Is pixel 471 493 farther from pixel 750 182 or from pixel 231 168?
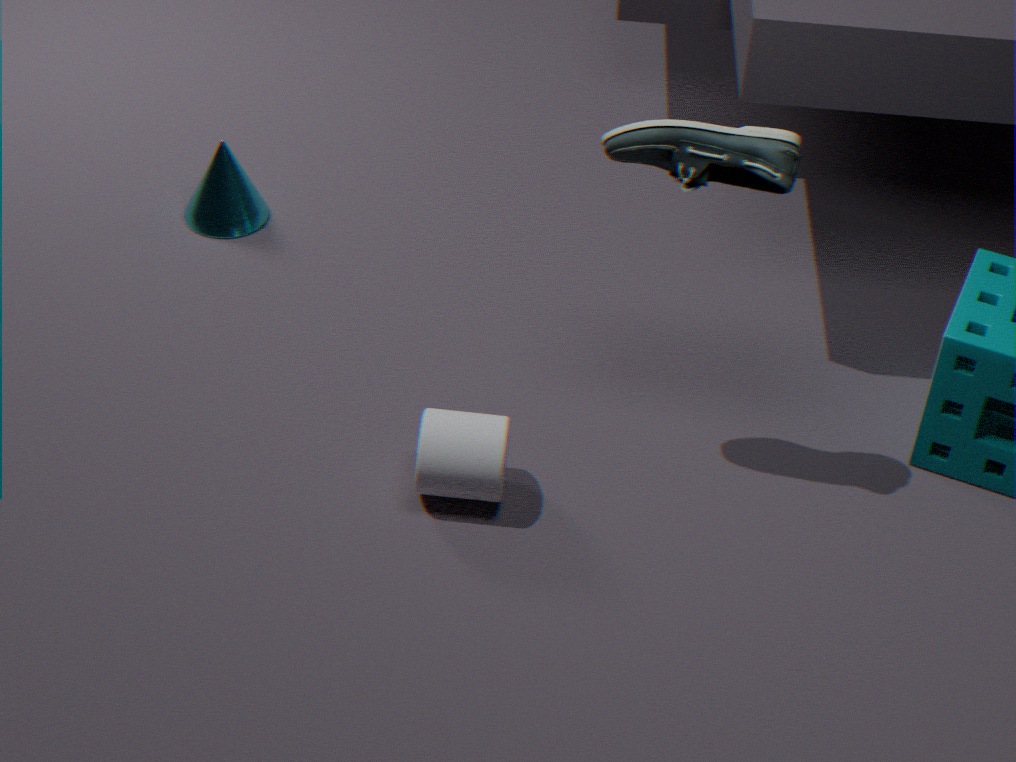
pixel 231 168
